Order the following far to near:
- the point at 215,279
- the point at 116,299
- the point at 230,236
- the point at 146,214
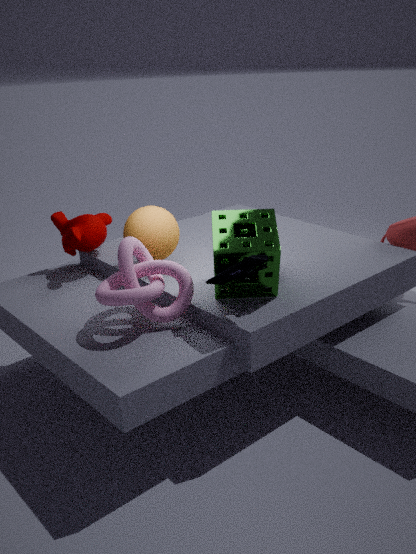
1. the point at 146,214
2. the point at 230,236
3. the point at 215,279
4. the point at 116,299
